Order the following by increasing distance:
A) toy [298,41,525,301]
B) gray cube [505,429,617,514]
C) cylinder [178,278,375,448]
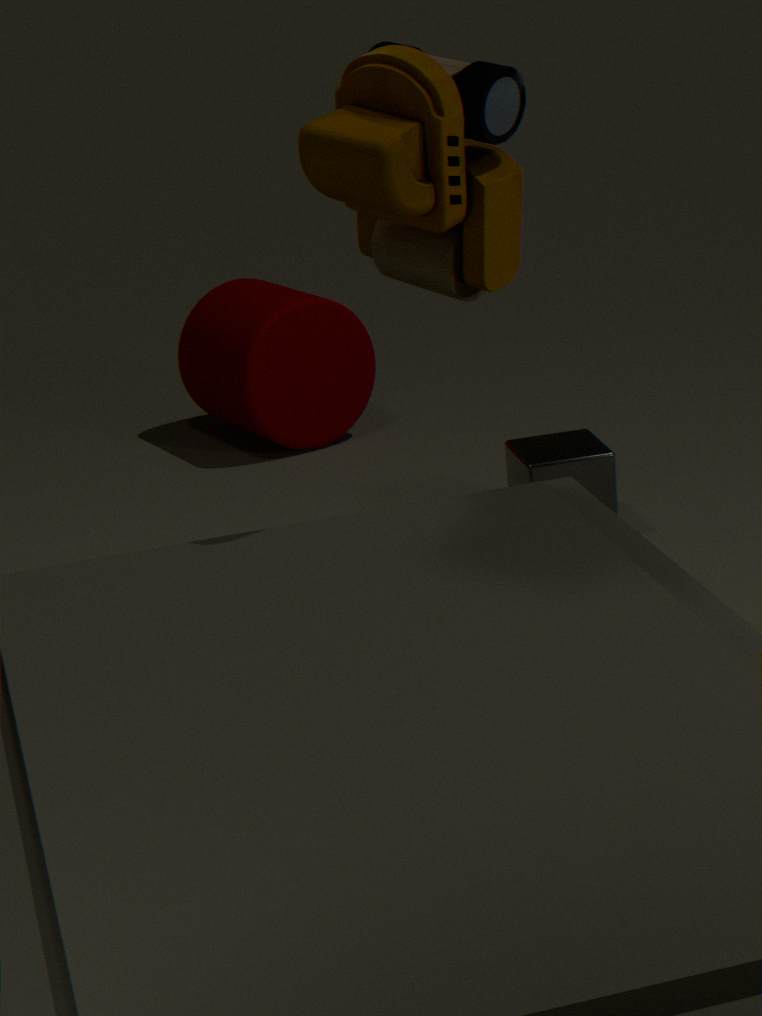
1. toy [298,41,525,301]
2. gray cube [505,429,617,514]
3. cylinder [178,278,375,448]
